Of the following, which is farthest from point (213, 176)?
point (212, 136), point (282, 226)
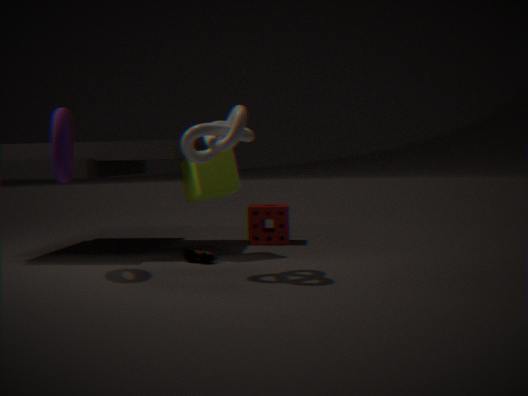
point (282, 226)
